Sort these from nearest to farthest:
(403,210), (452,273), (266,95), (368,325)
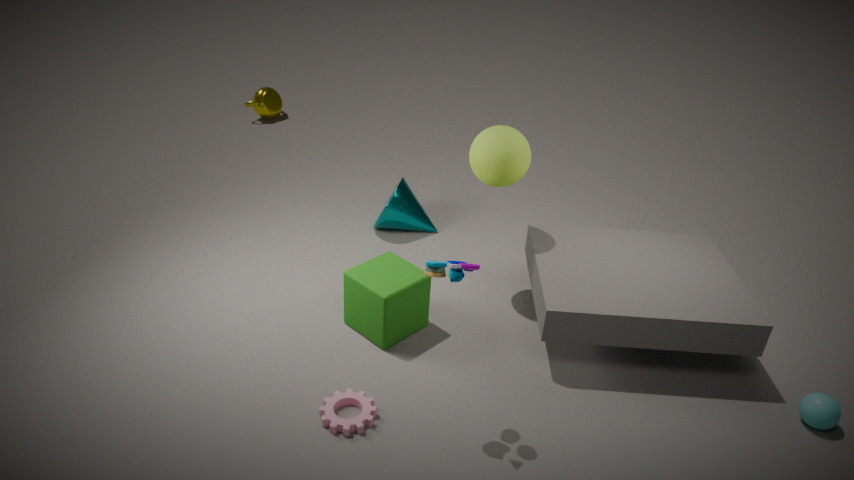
(452,273) < (368,325) < (403,210) < (266,95)
